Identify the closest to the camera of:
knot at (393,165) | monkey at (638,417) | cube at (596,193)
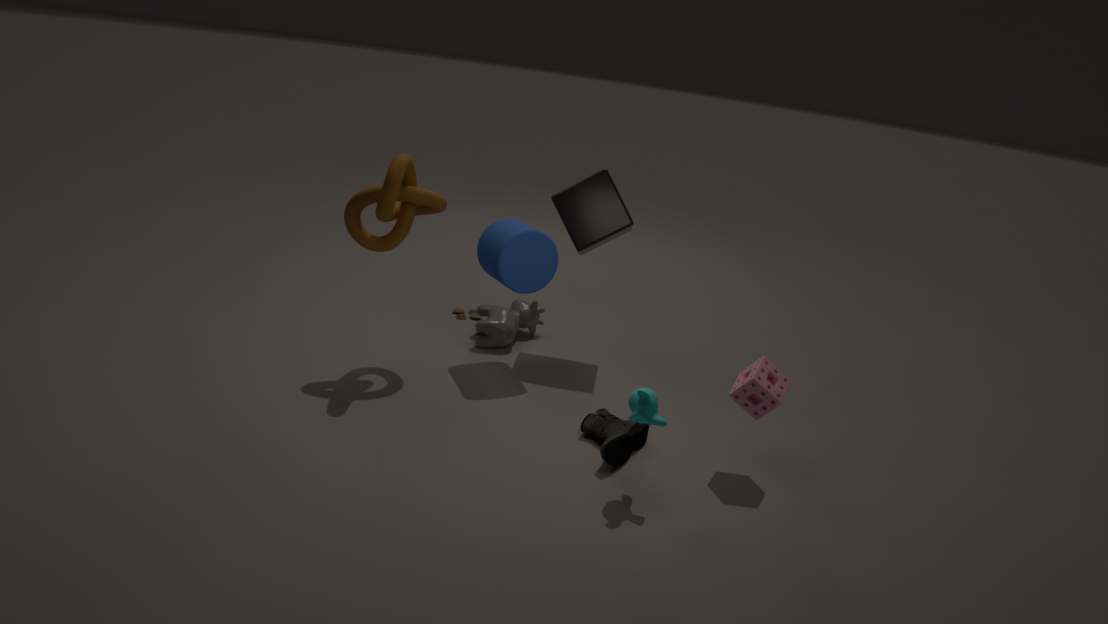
monkey at (638,417)
